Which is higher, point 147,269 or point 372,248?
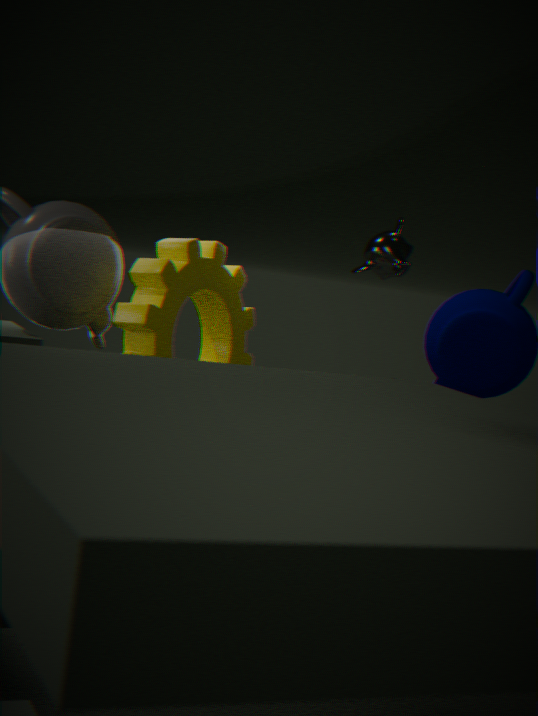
point 372,248
